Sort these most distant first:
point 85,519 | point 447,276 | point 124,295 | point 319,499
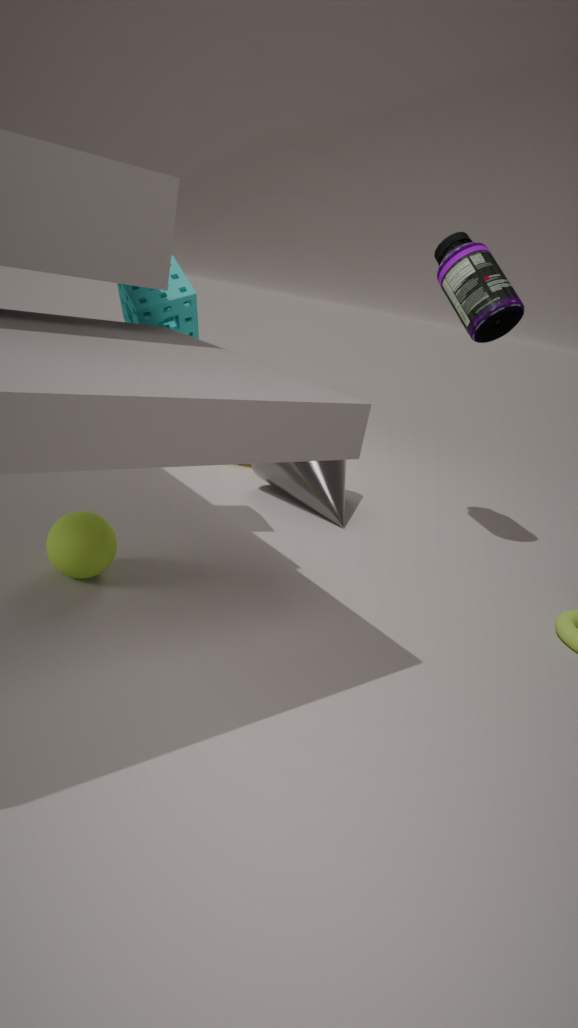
point 319,499, point 447,276, point 124,295, point 85,519
